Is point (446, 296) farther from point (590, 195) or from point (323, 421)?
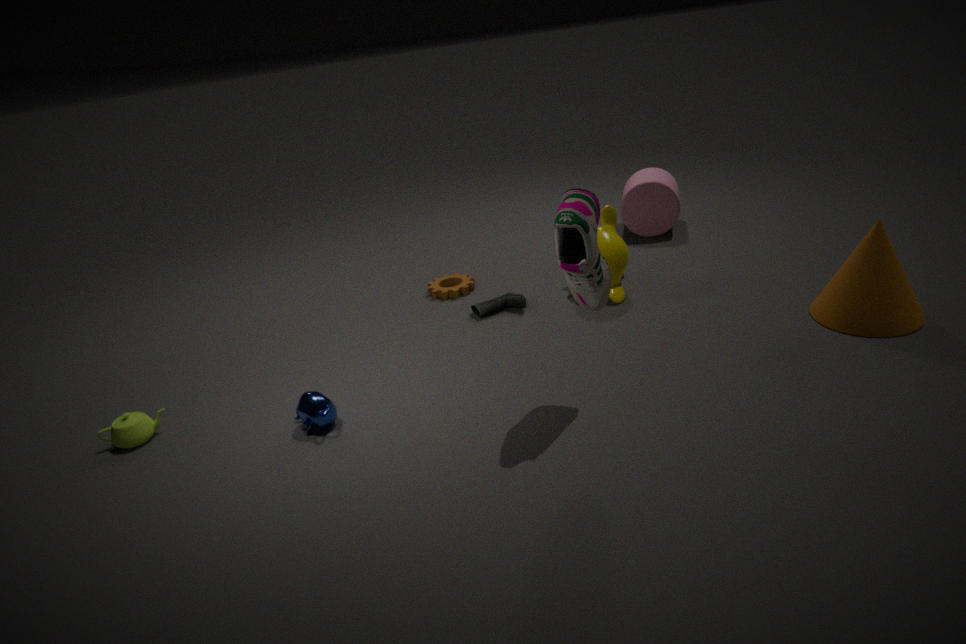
point (590, 195)
